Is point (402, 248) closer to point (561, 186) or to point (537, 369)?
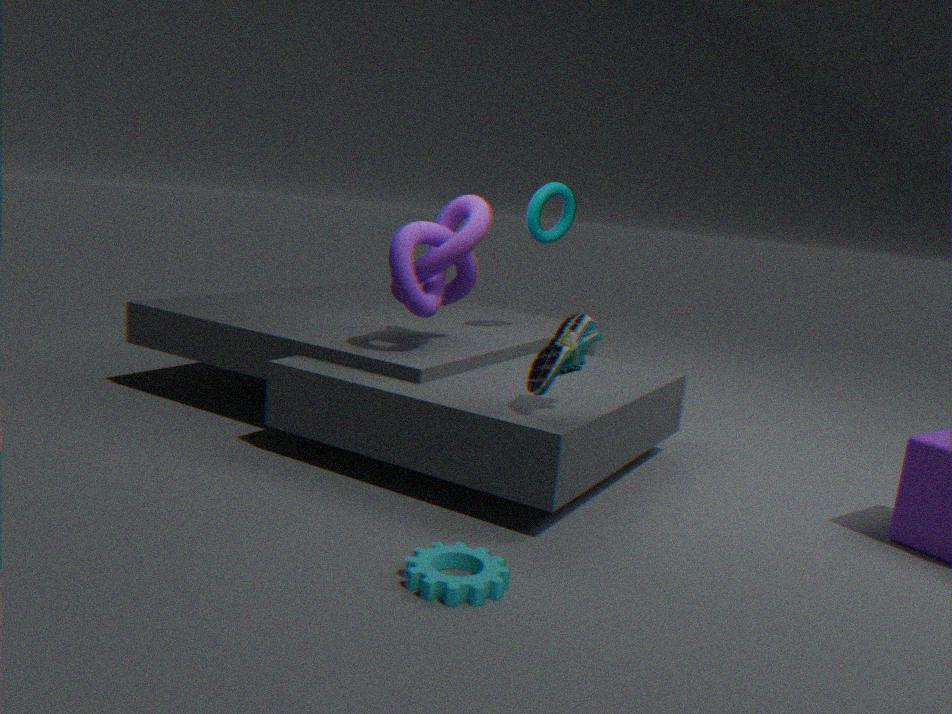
point (561, 186)
